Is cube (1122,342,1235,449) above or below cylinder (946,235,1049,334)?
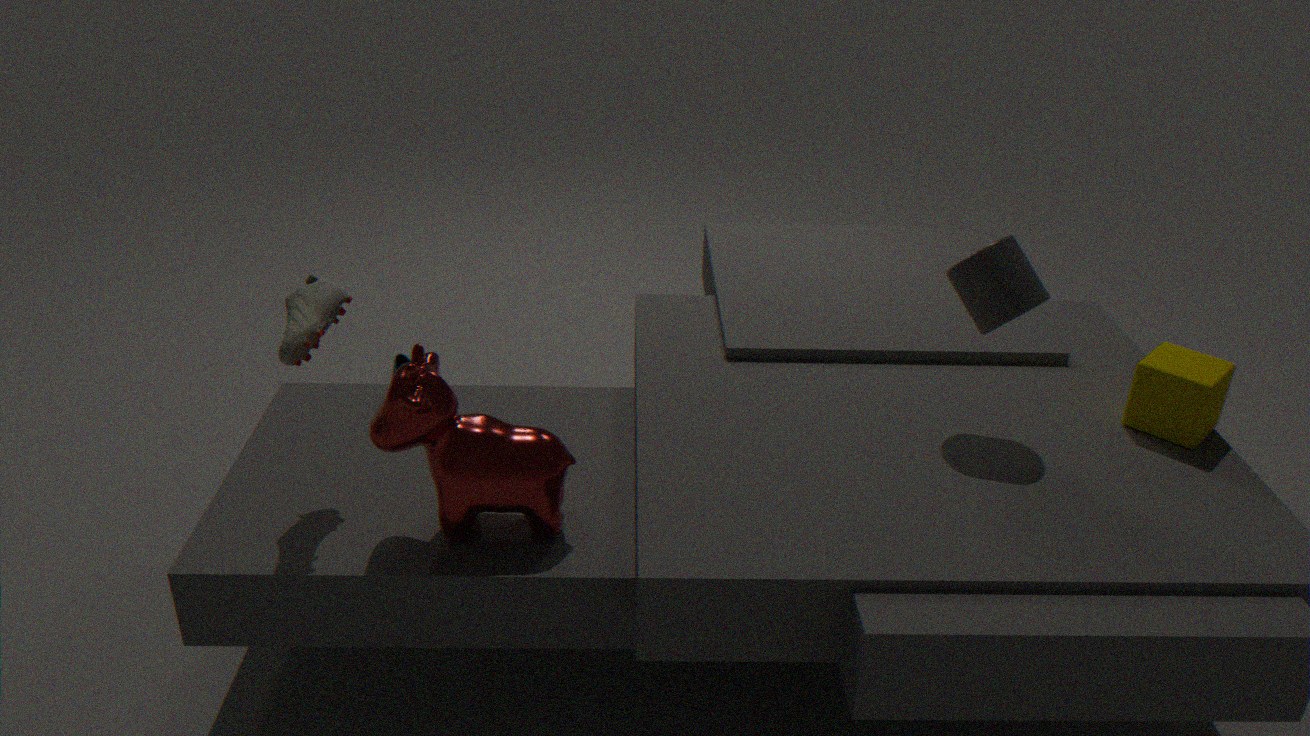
below
